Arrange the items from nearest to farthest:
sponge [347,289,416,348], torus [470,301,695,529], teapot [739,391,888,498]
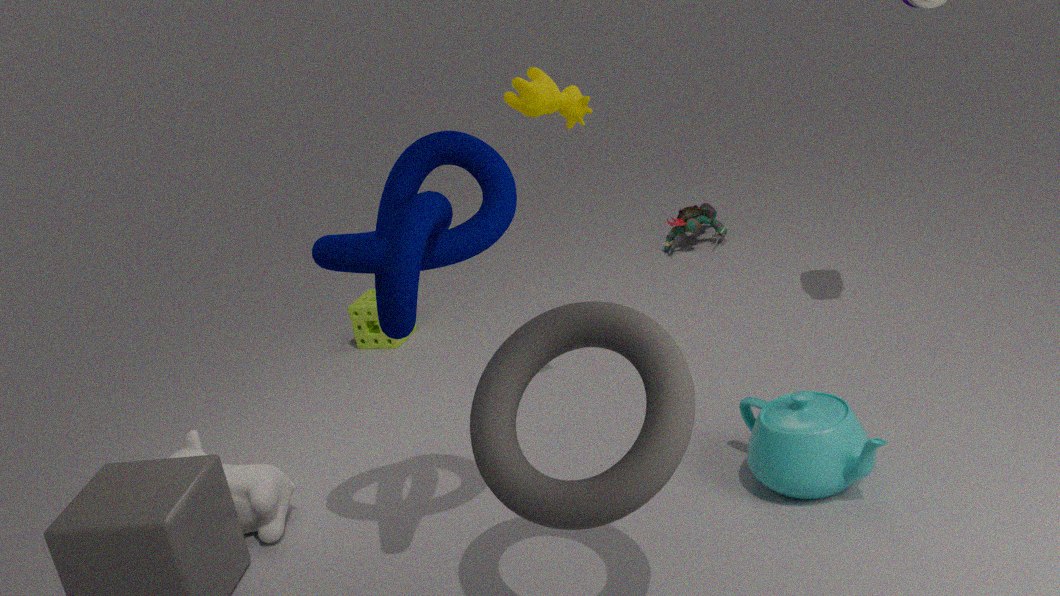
torus [470,301,695,529] < teapot [739,391,888,498] < sponge [347,289,416,348]
